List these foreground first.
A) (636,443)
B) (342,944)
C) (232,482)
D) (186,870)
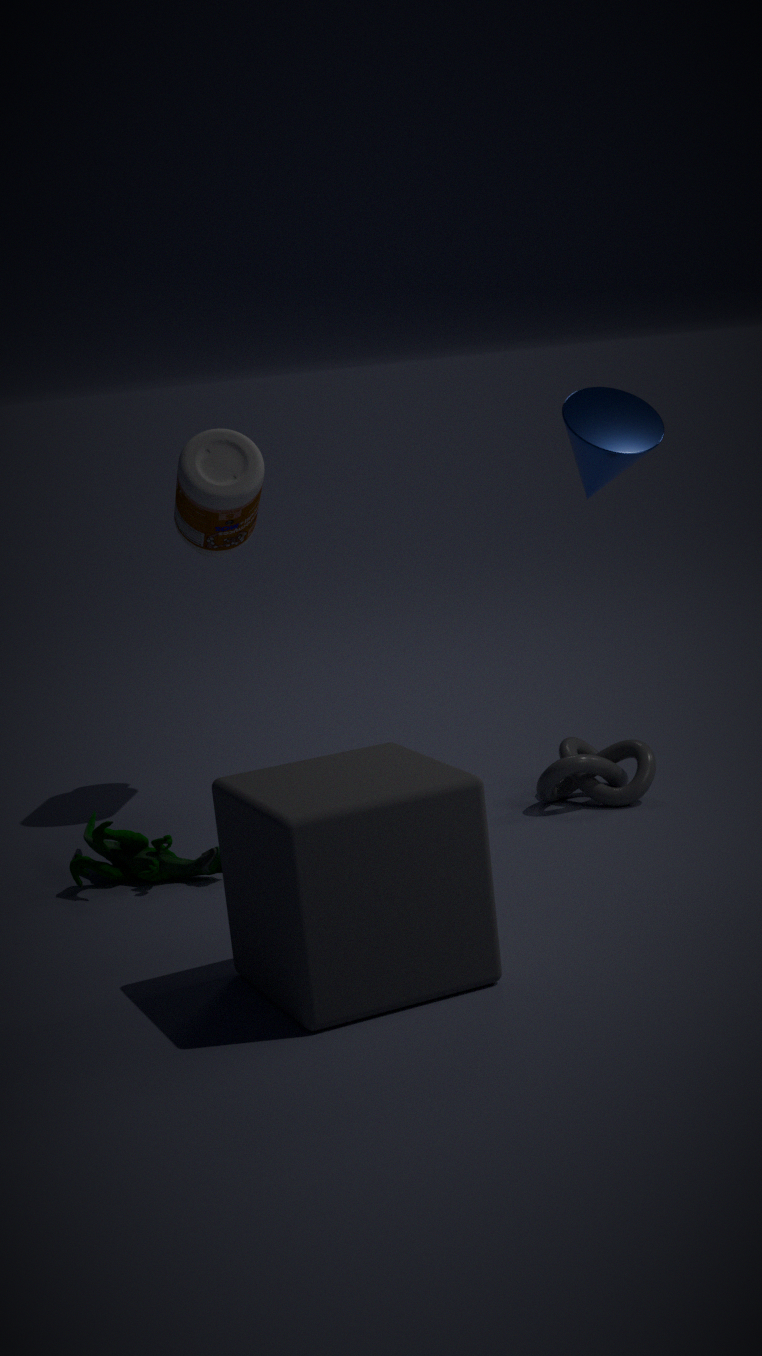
(342,944) < (636,443) < (186,870) < (232,482)
